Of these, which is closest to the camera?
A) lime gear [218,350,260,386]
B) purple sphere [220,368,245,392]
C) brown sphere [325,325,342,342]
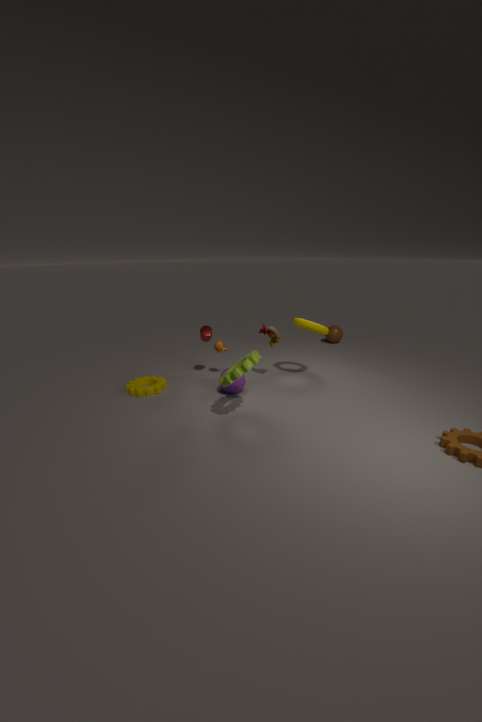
lime gear [218,350,260,386]
